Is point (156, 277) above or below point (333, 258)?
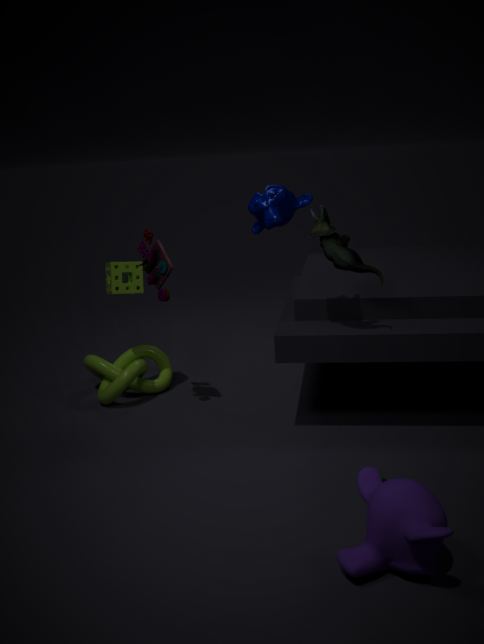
below
